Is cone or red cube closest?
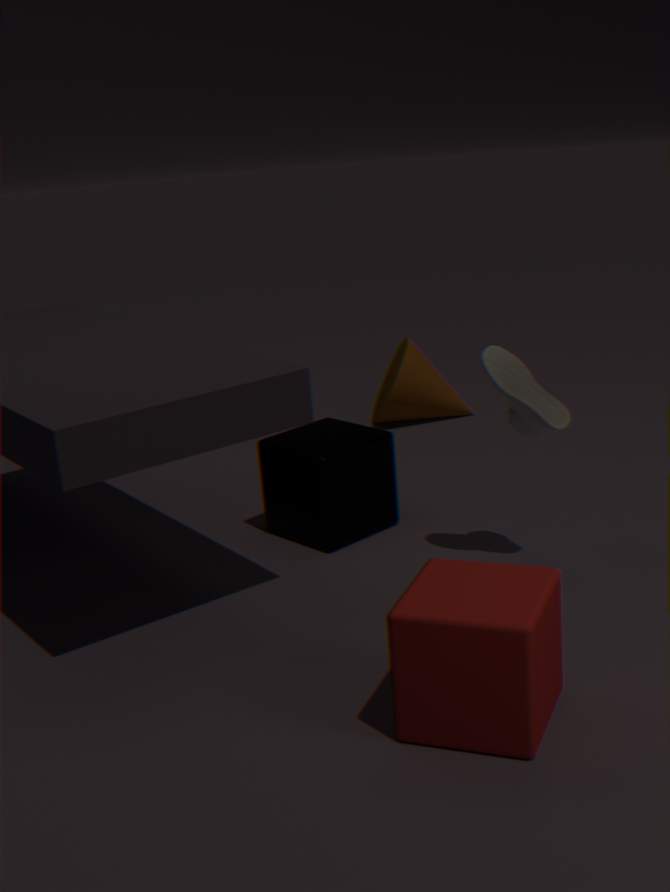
red cube
